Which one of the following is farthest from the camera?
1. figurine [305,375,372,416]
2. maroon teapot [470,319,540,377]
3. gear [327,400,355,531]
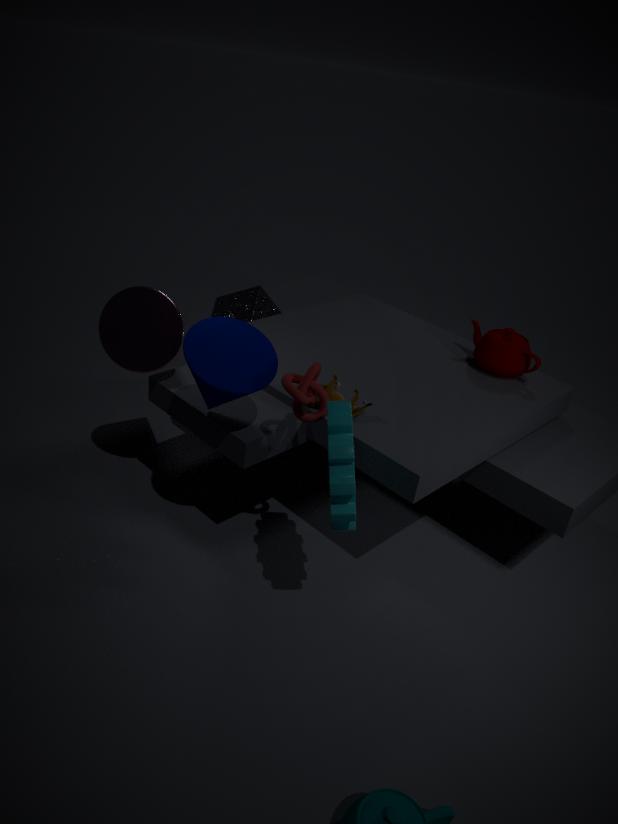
maroon teapot [470,319,540,377]
